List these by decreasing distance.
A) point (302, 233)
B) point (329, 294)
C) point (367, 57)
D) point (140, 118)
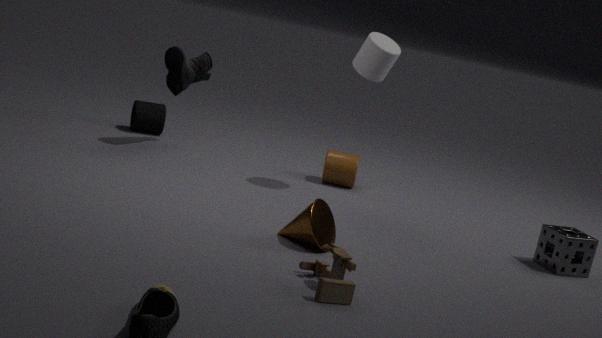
1. point (140, 118)
2. point (367, 57)
3. point (302, 233)
4. point (329, 294)
